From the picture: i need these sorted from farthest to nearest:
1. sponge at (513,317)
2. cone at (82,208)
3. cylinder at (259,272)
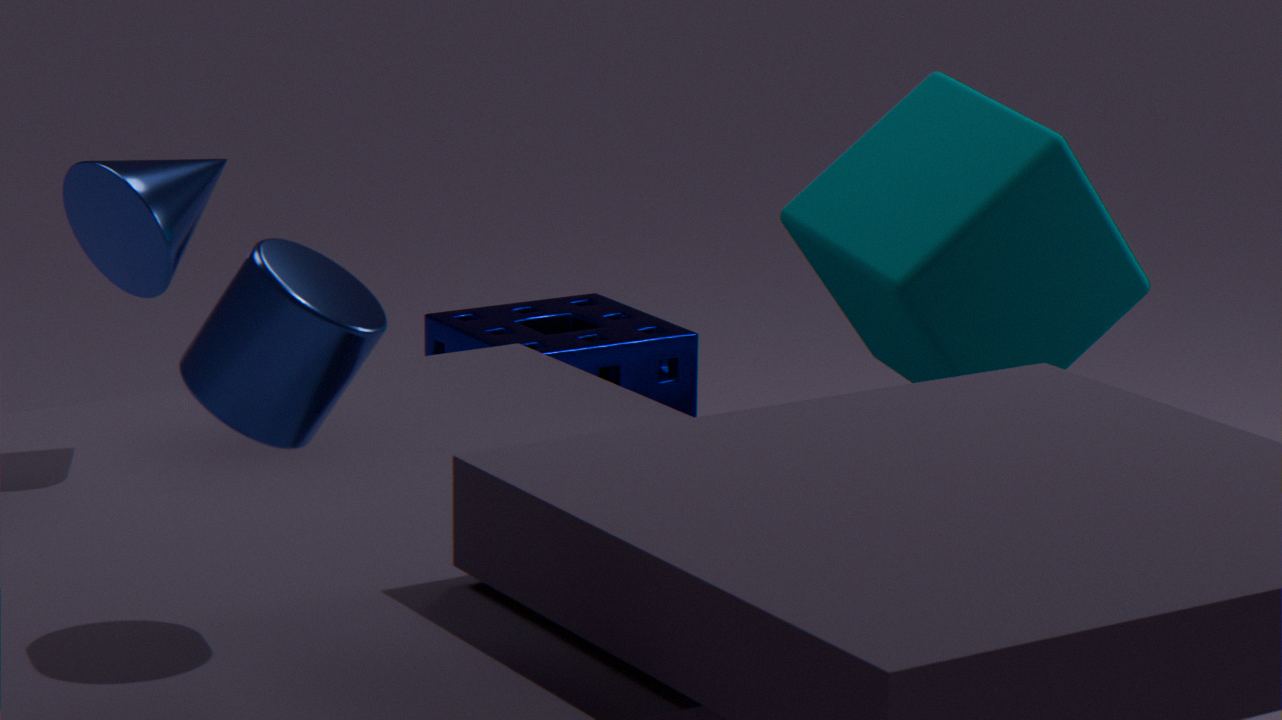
1. sponge at (513,317)
2. cone at (82,208)
3. cylinder at (259,272)
